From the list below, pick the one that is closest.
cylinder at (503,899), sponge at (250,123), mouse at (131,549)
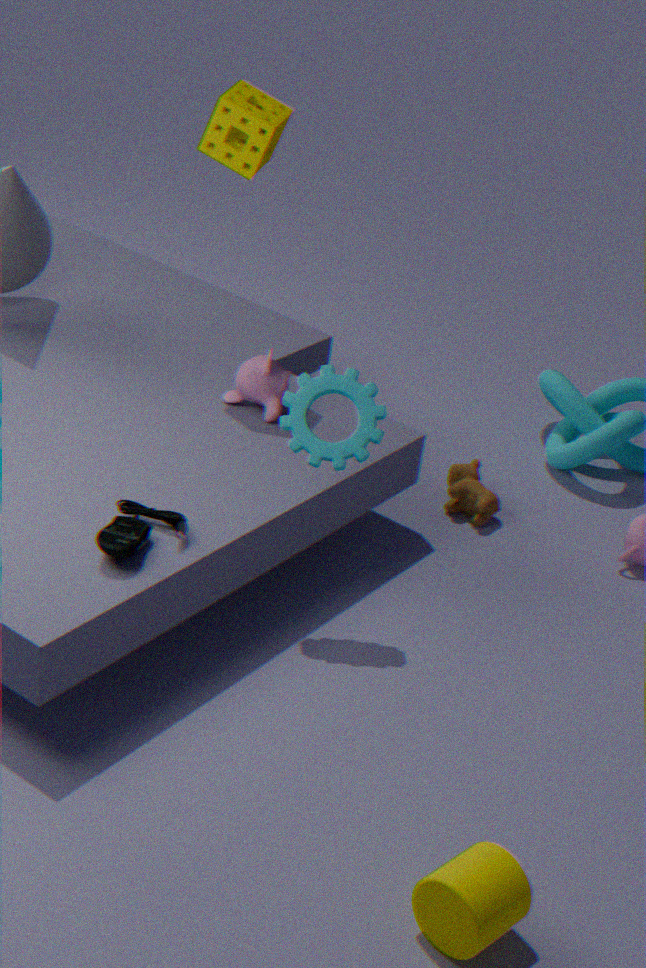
cylinder at (503,899)
